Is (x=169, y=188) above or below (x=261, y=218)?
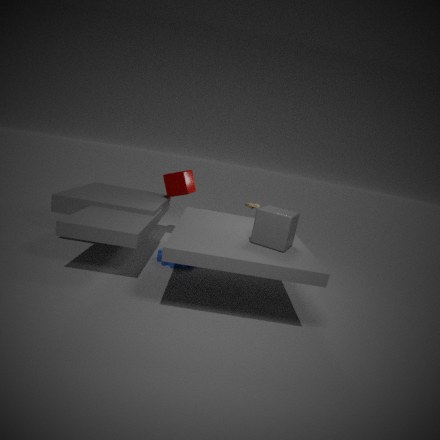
above
